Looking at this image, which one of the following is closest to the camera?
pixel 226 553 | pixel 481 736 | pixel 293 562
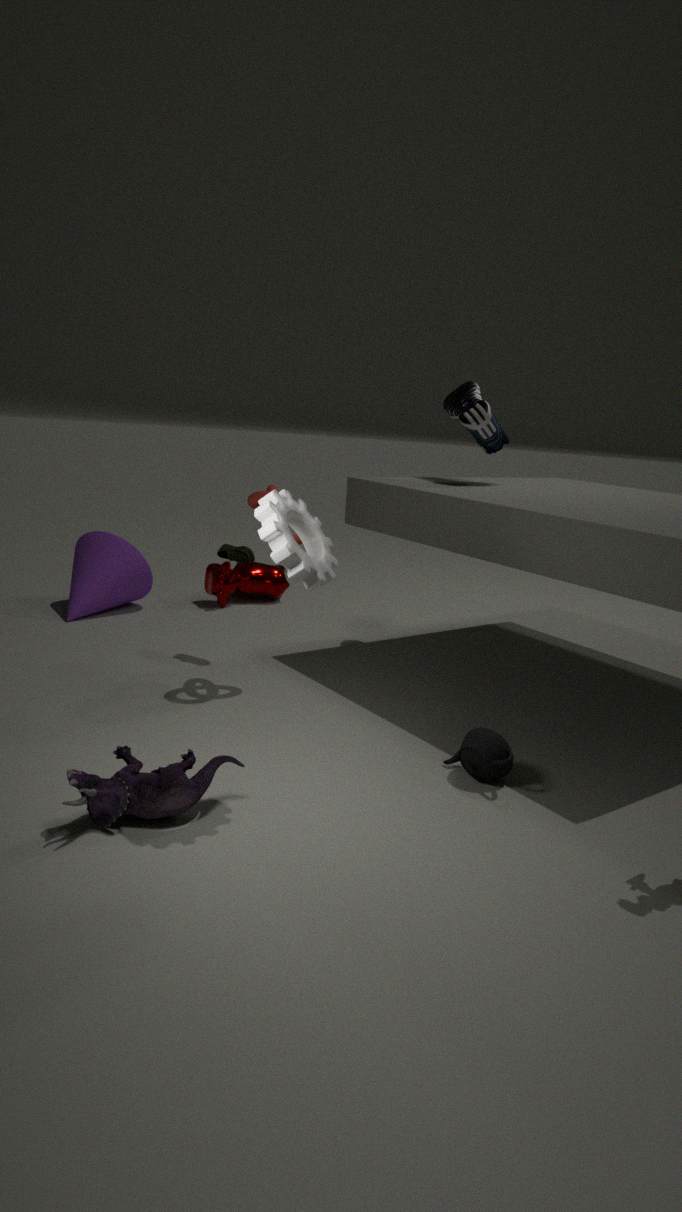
pixel 293 562
